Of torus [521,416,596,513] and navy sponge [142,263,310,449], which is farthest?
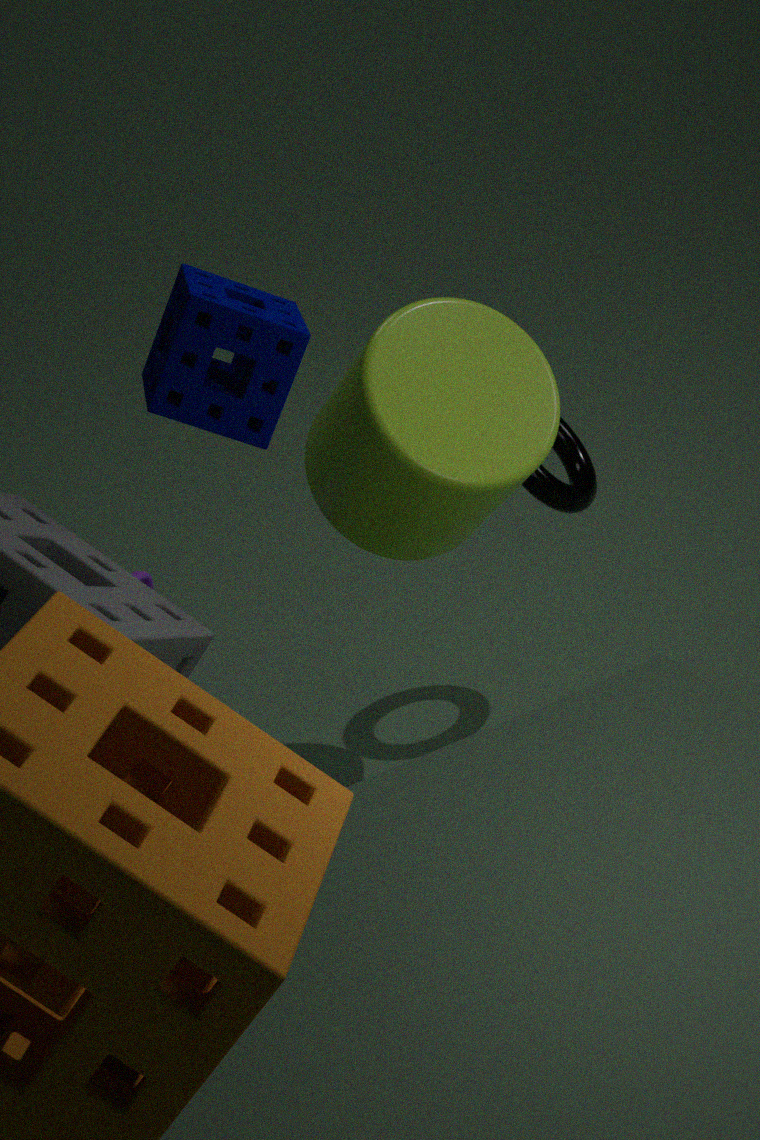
torus [521,416,596,513]
